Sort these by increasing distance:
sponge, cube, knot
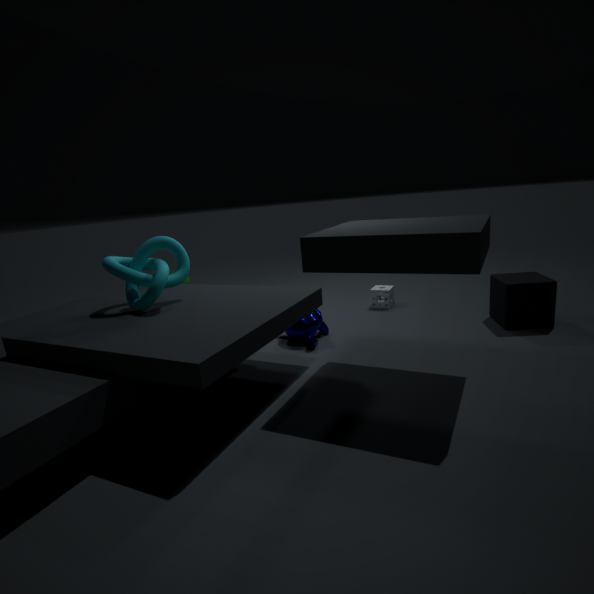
knot, cube, sponge
